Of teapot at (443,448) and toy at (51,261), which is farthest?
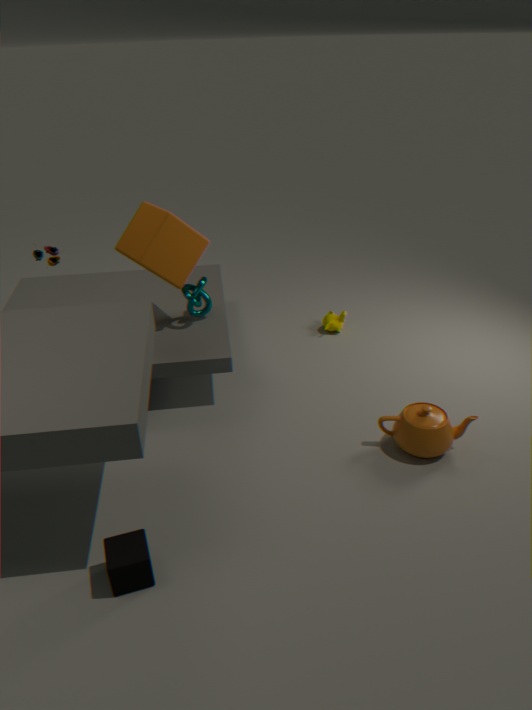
toy at (51,261)
